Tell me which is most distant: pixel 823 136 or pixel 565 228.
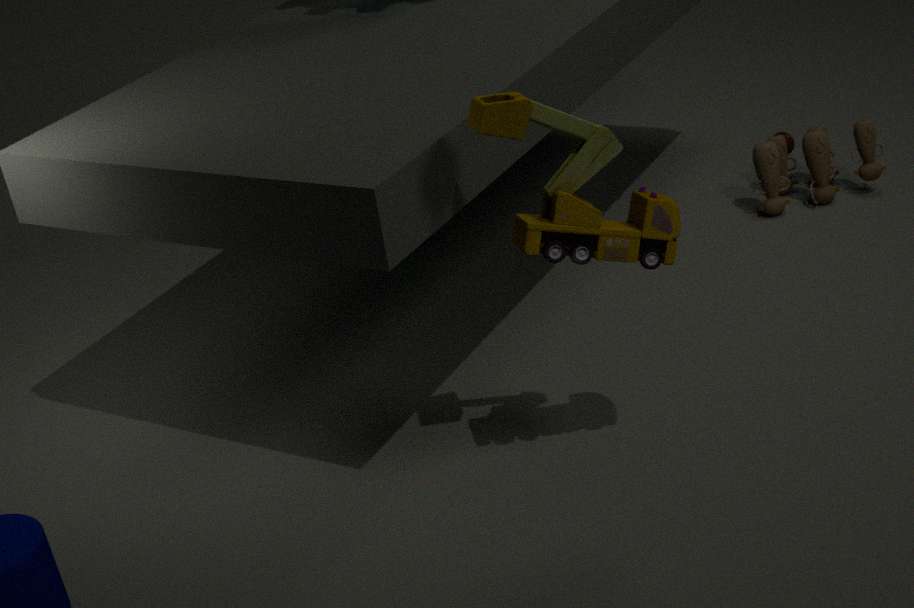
pixel 823 136
